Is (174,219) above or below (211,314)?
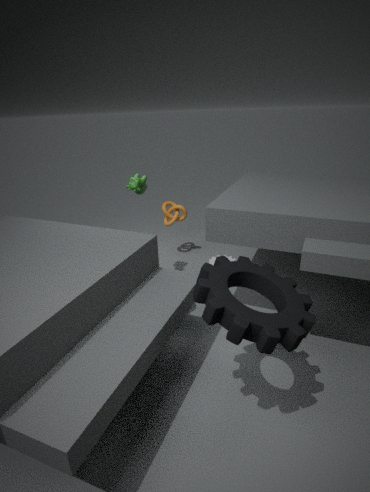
below
